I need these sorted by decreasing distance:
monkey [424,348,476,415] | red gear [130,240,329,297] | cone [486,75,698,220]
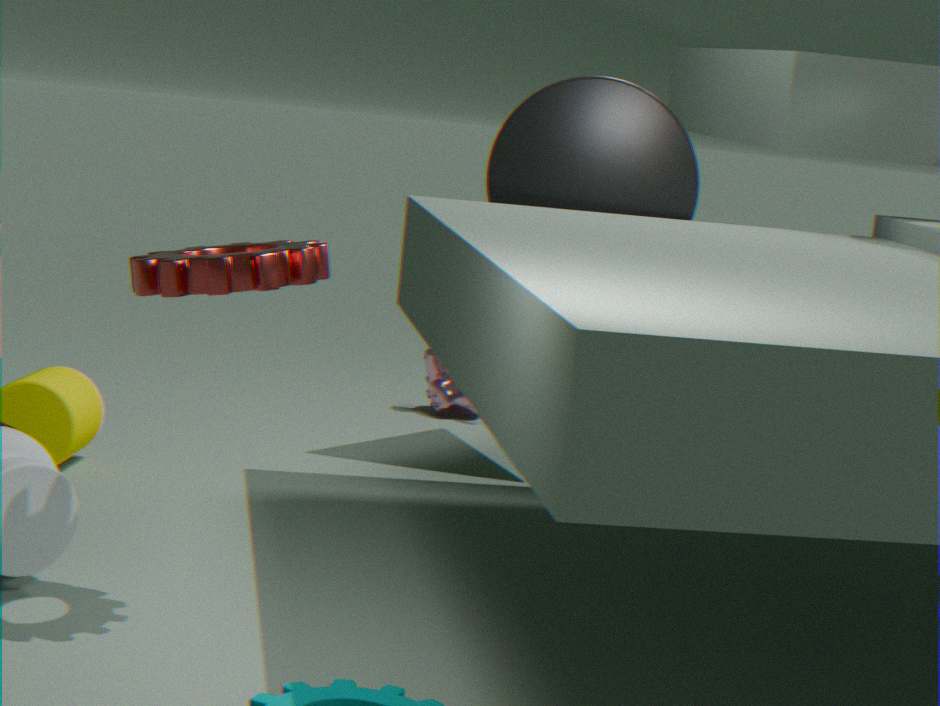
monkey [424,348,476,415] → cone [486,75,698,220] → red gear [130,240,329,297]
